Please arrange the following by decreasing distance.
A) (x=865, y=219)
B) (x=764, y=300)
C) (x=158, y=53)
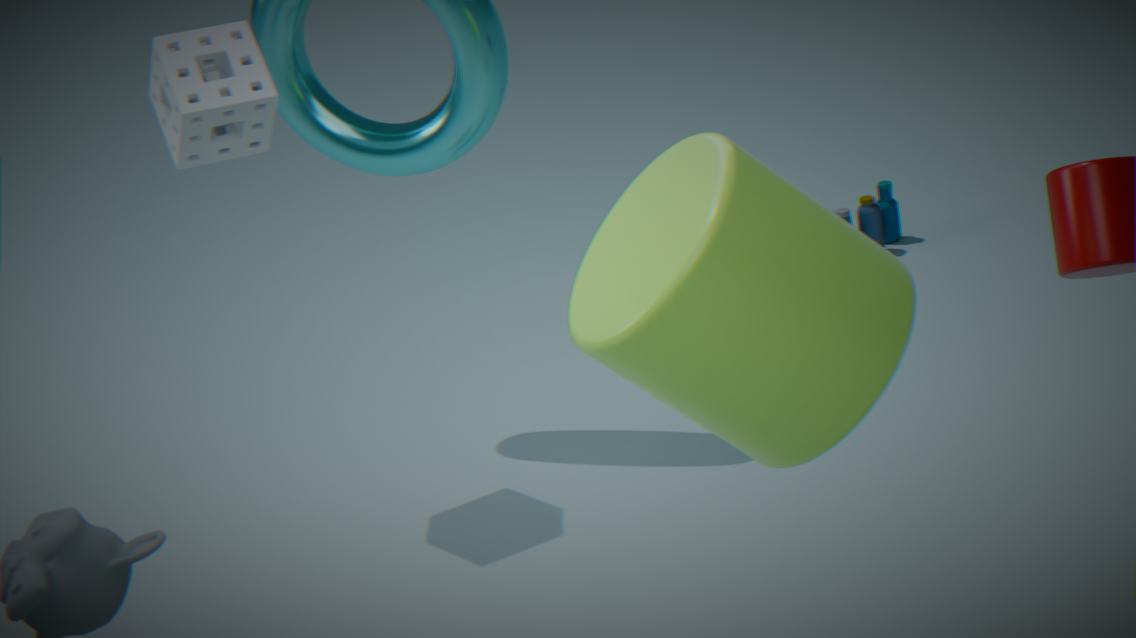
1. (x=865, y=219)
2. (x=158, y=53)
3. (x=764, y=300)
